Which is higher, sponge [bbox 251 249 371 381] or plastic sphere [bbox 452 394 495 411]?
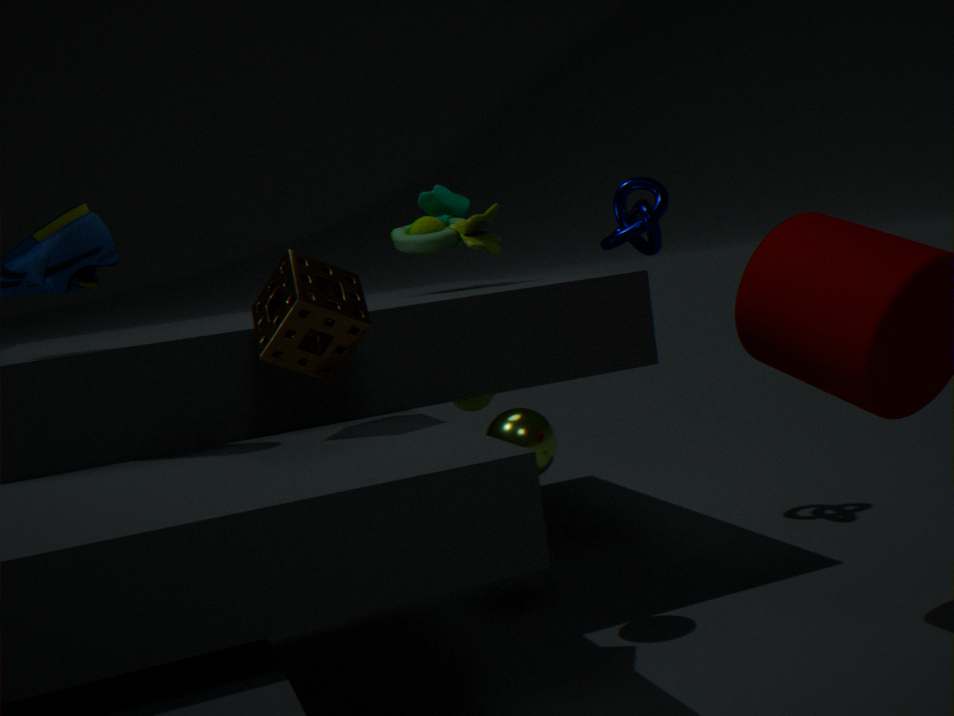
sponge [bbox 251 249 371 381]
